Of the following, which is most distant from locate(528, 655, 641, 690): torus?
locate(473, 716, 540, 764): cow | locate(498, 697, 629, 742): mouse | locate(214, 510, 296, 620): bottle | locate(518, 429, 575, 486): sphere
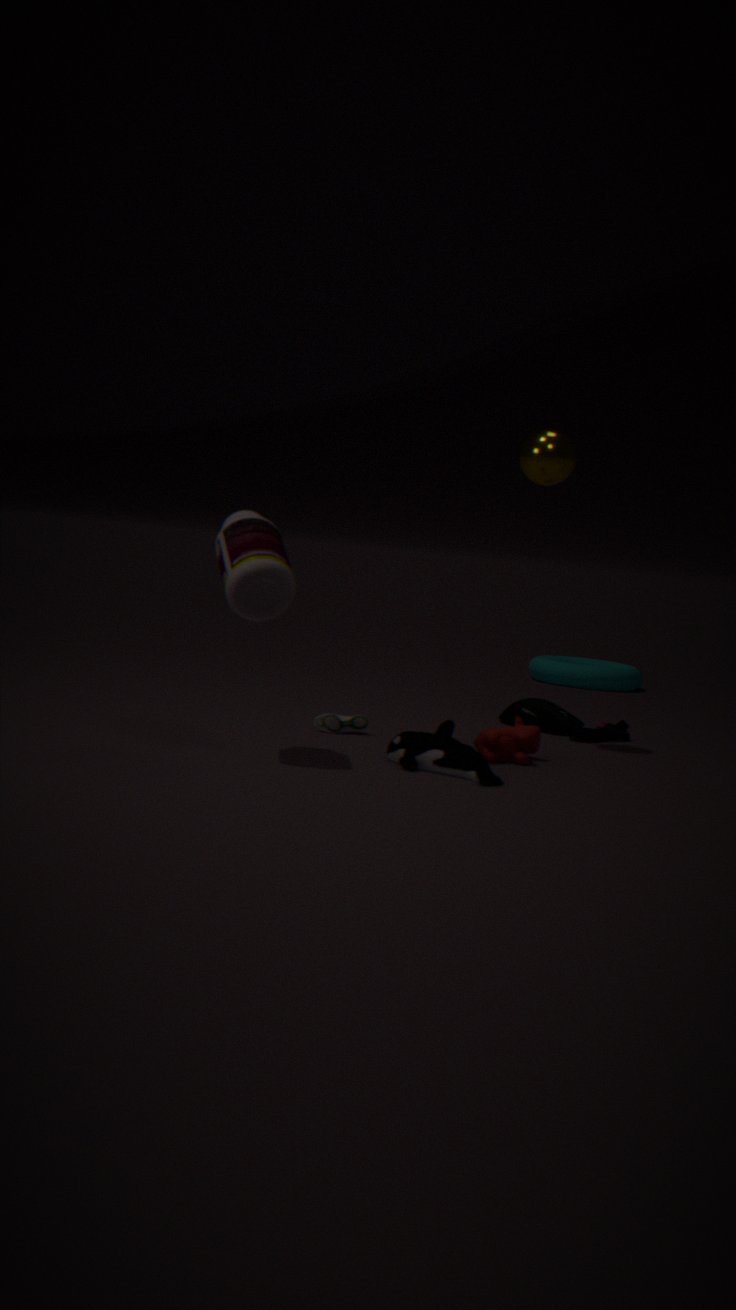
locate(214, 510, 296, 620): bottle
